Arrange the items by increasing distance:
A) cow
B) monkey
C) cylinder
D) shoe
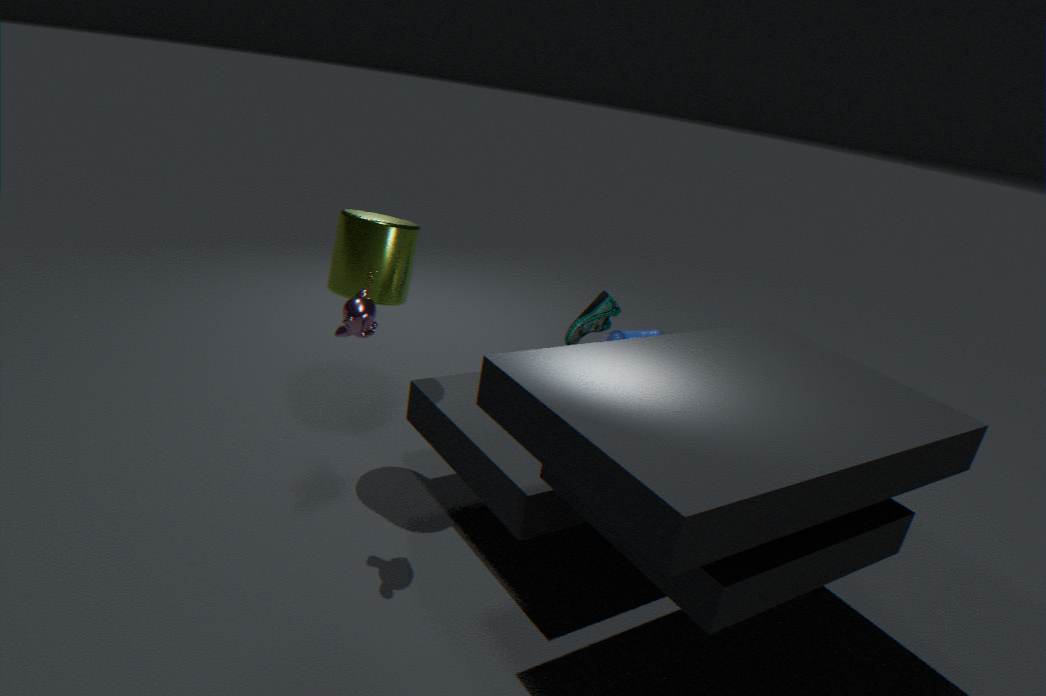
monkey
cylinder
shoe
cow
